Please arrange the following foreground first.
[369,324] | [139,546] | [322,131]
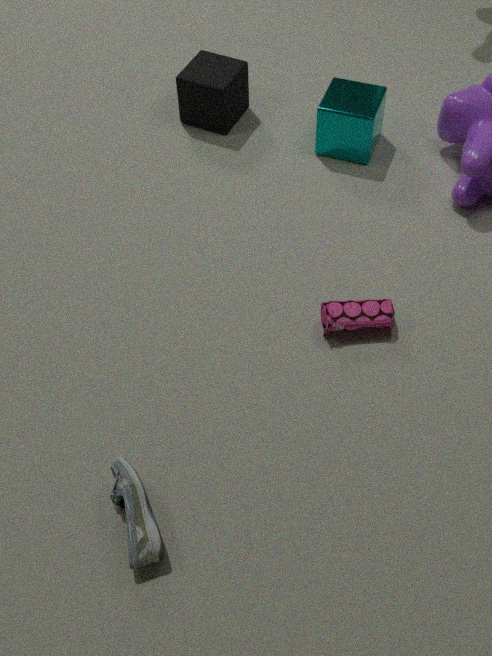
[139,546] < [369,324] < [322,131]
